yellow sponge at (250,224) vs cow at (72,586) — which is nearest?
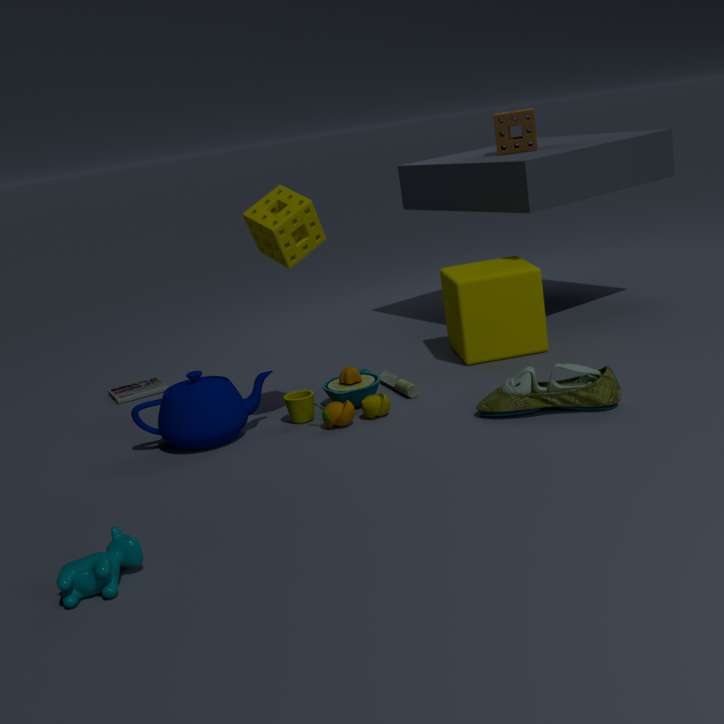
cow at (72,586)
